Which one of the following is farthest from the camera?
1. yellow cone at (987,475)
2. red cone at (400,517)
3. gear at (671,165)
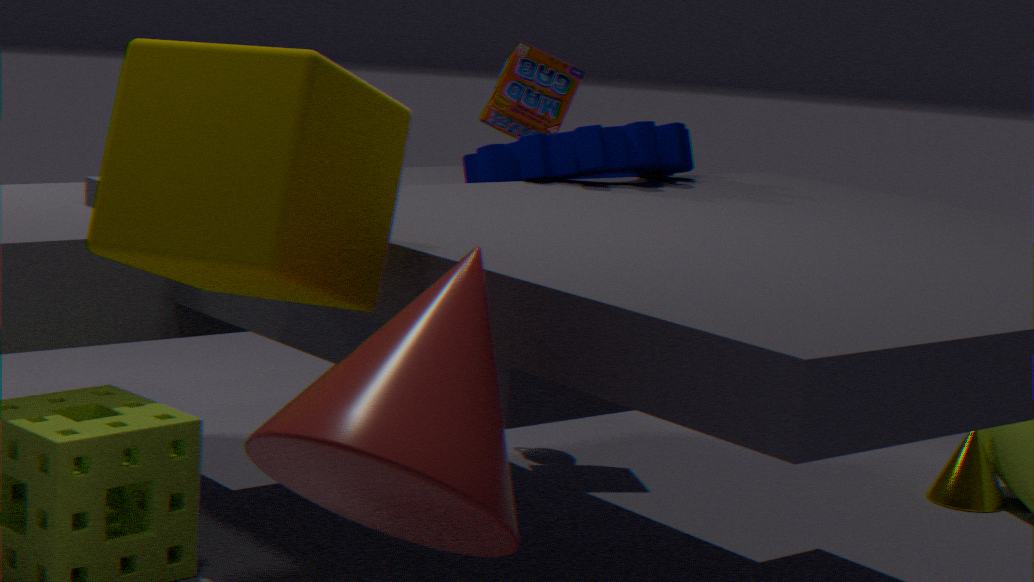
yellow cone at (987,475)
